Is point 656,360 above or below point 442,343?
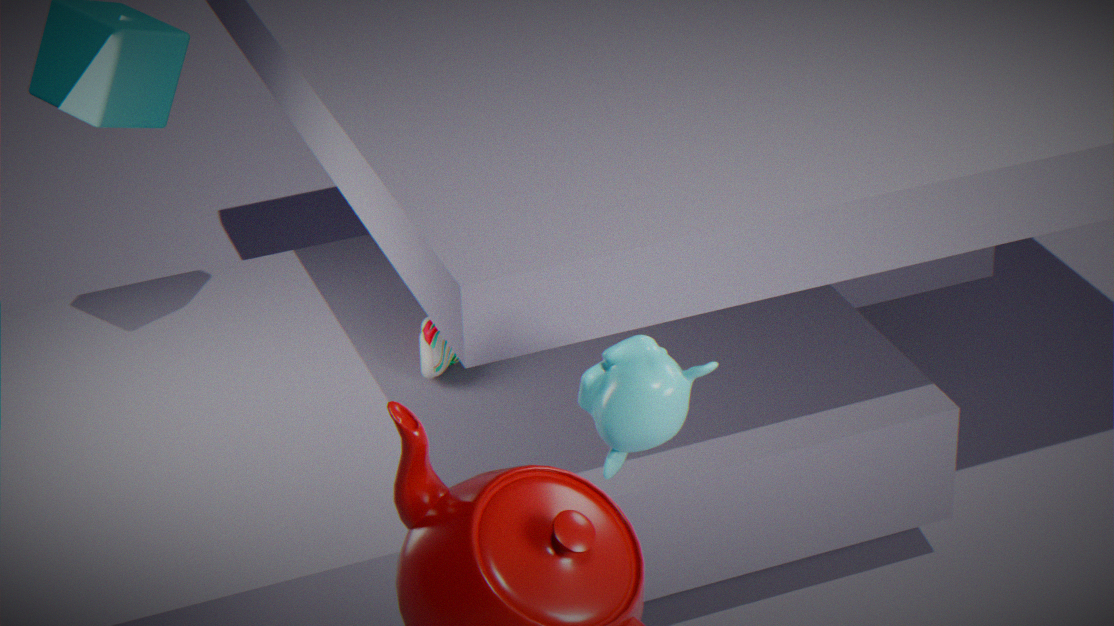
above
